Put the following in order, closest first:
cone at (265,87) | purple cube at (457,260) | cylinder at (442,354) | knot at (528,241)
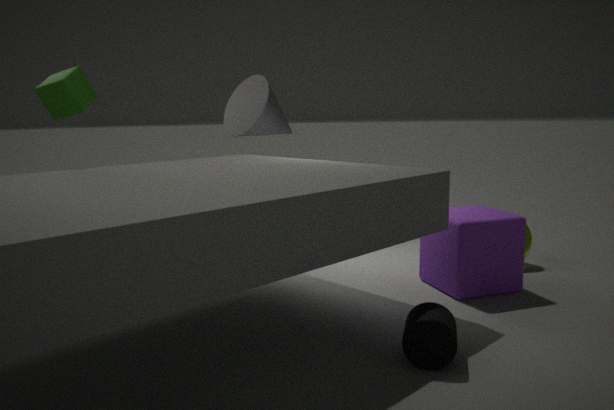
cylinder at (442,354), purple cube at (457,260), knot at (528,241), cone at (265,87)
